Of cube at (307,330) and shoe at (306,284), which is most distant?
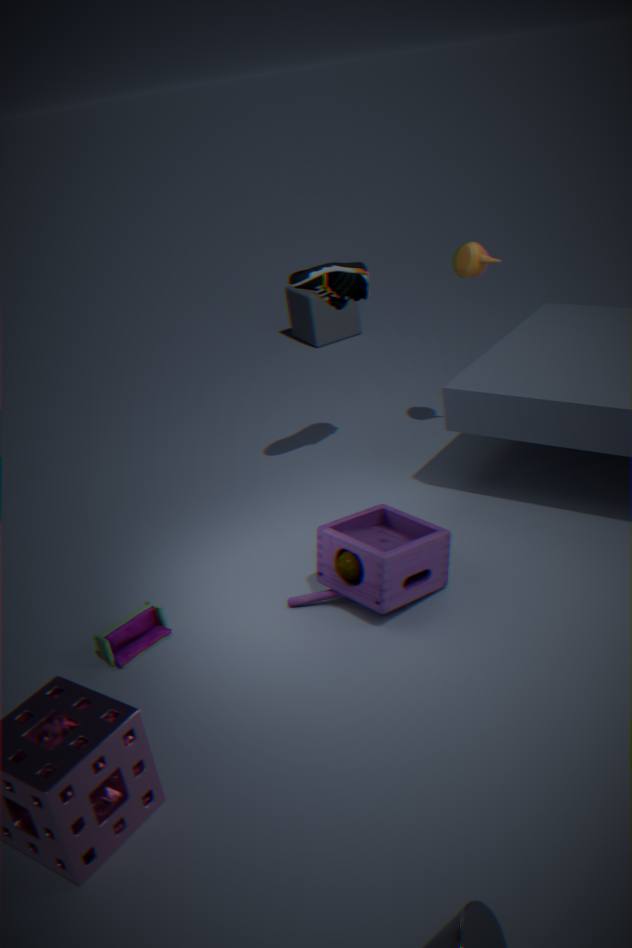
cube at (307,330)
